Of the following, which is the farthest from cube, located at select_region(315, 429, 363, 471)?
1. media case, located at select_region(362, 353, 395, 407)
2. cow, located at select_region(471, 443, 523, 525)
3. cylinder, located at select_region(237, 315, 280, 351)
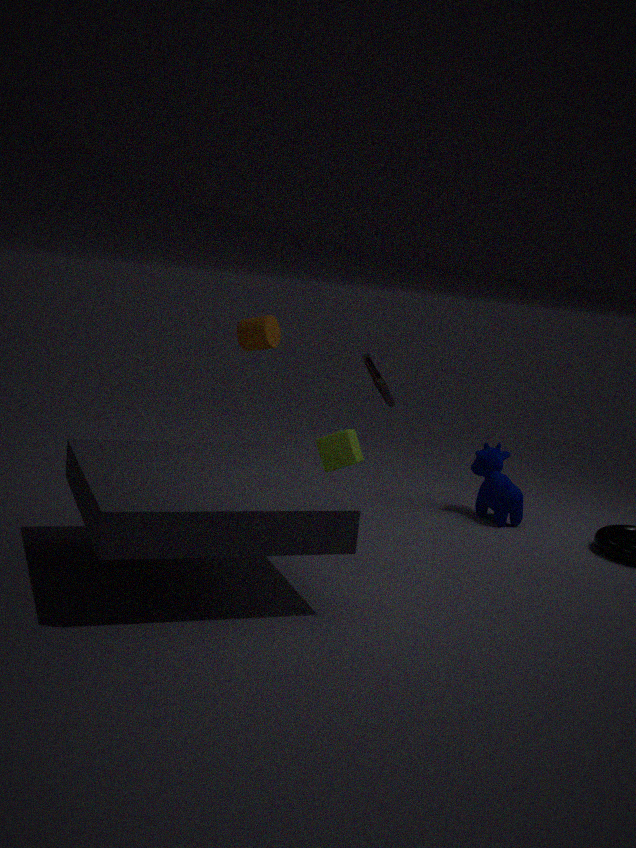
cow, located at select_region(471, 443, 523, 525)
